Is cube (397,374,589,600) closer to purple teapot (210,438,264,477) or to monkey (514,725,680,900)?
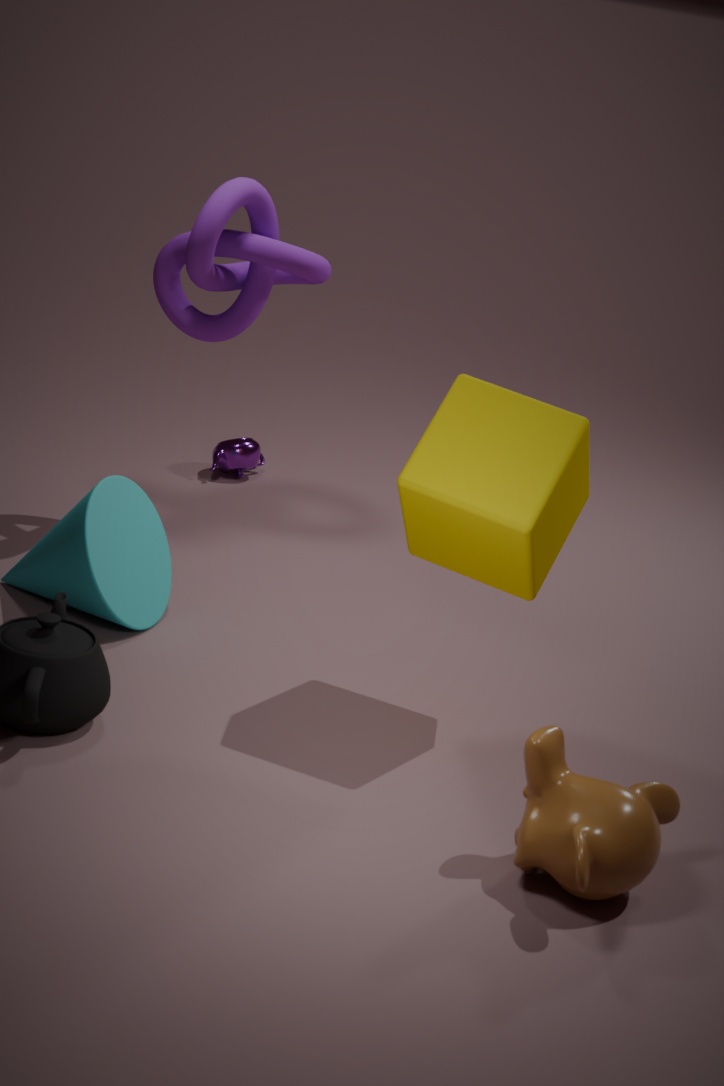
monkey (514,725,680,900)
